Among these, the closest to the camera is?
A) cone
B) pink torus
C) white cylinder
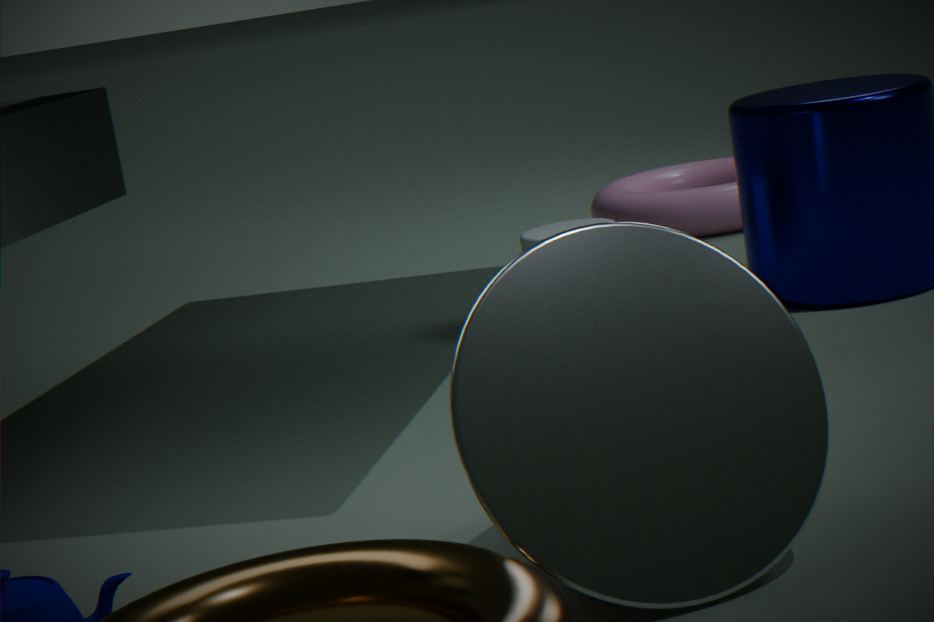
cone
